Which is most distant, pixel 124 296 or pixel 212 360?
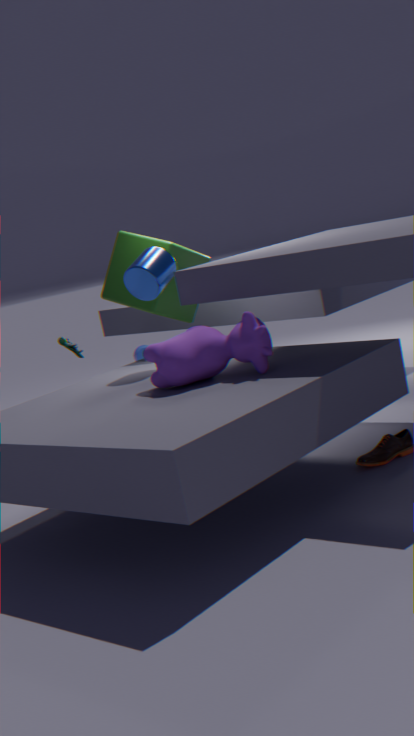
pixel 124 296
